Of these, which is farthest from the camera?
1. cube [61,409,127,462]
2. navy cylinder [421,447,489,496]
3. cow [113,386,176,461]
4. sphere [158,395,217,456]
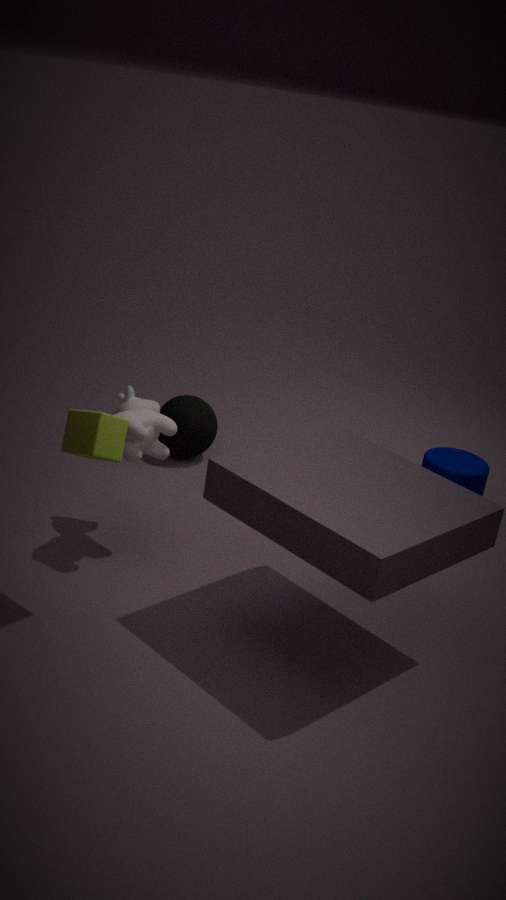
sphere [158,395,217,456]
